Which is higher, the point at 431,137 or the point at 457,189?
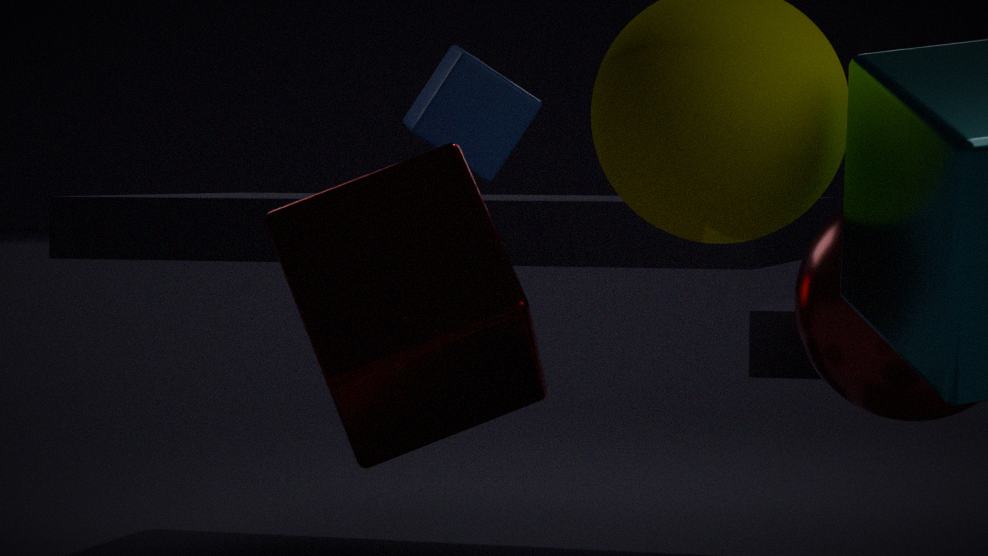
the point at 431,137
